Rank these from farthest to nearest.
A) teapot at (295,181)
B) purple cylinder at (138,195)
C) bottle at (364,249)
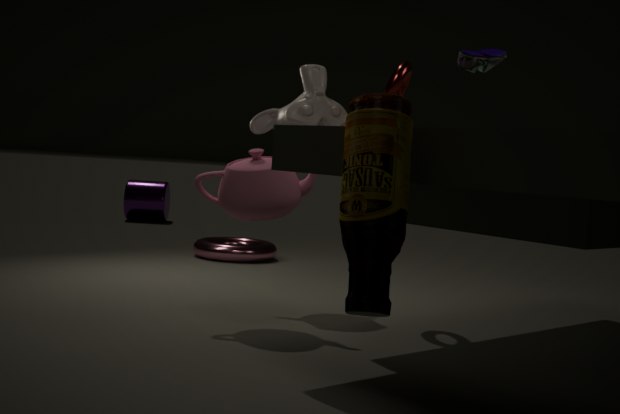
purple cylinder at (138,195) → teapot at (295,181) → bottle at (364,249)
